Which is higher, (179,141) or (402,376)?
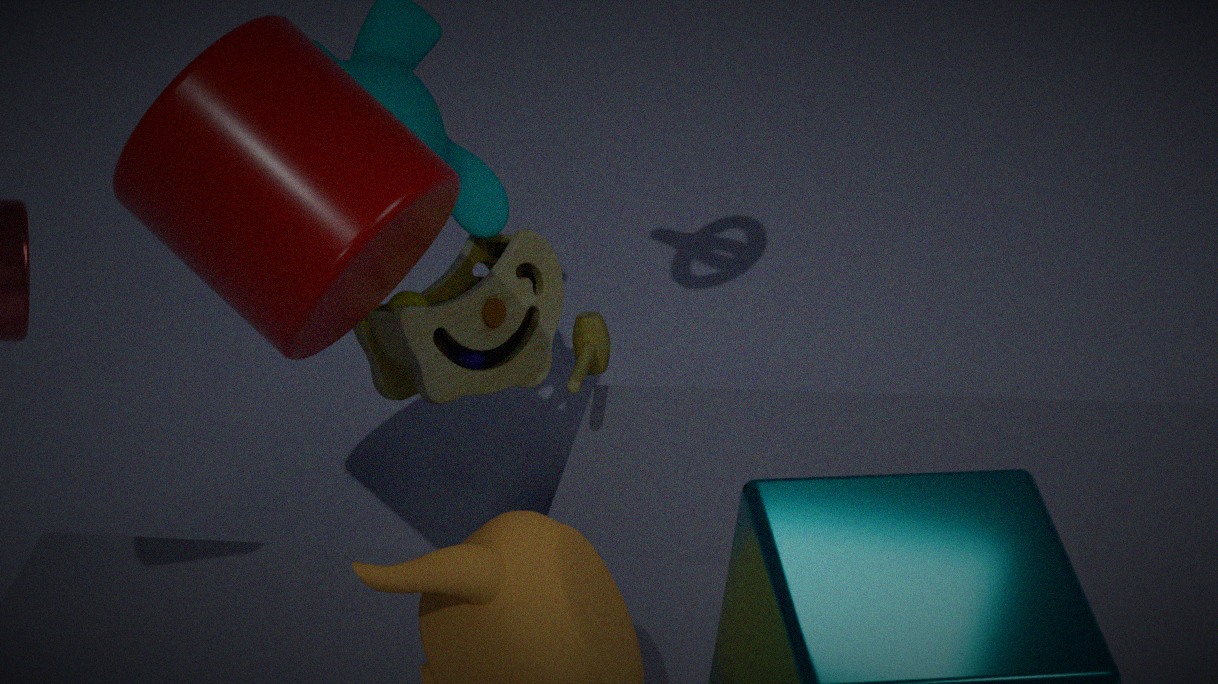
(179,141)
